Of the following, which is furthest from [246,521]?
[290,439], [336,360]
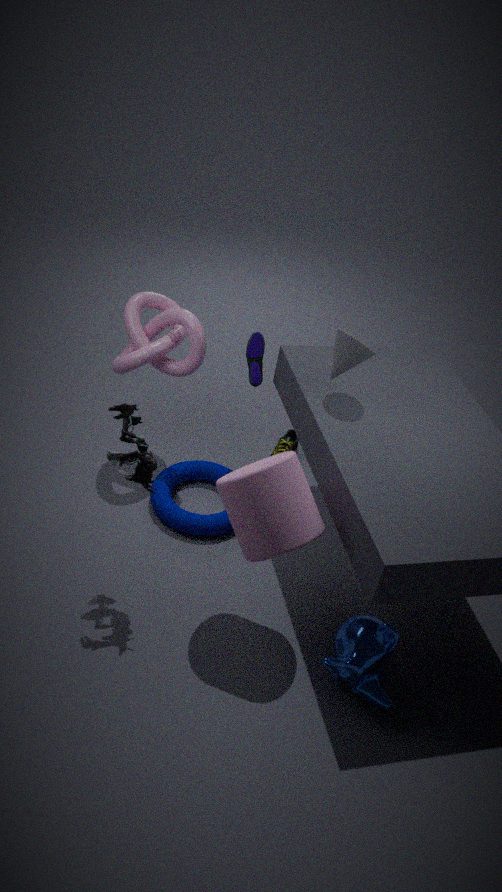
[290,439]
